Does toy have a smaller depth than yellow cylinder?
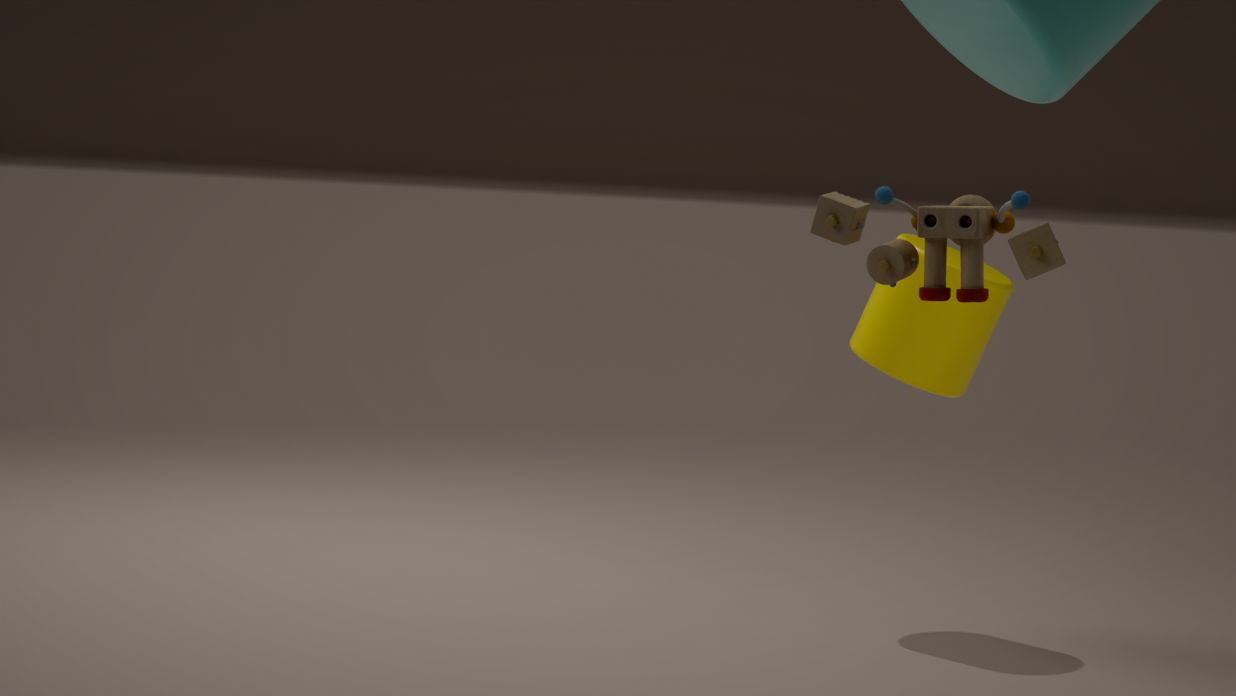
Yes
